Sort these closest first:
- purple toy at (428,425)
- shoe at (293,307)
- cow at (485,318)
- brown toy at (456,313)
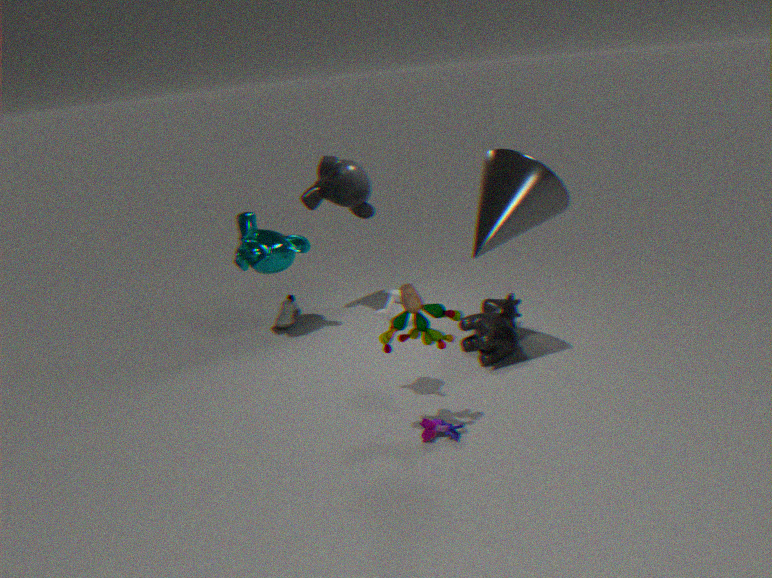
brown toy at (456,313) → purple toy at (428,425) → cow at (485,318) → shoe at (293,307)
